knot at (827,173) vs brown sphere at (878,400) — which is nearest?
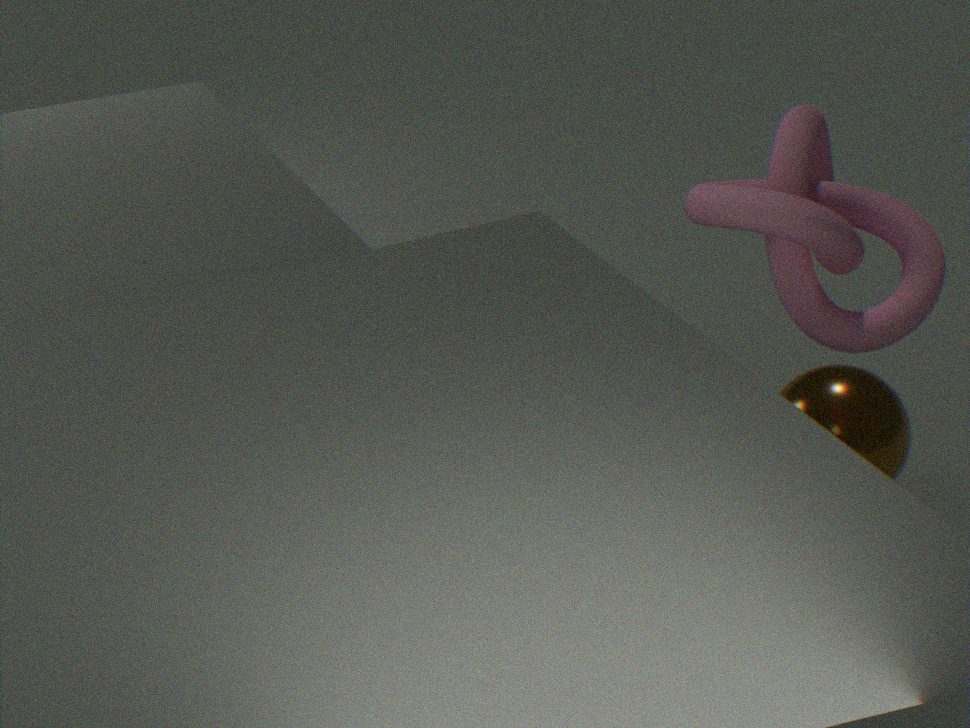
knot at (827,173)
